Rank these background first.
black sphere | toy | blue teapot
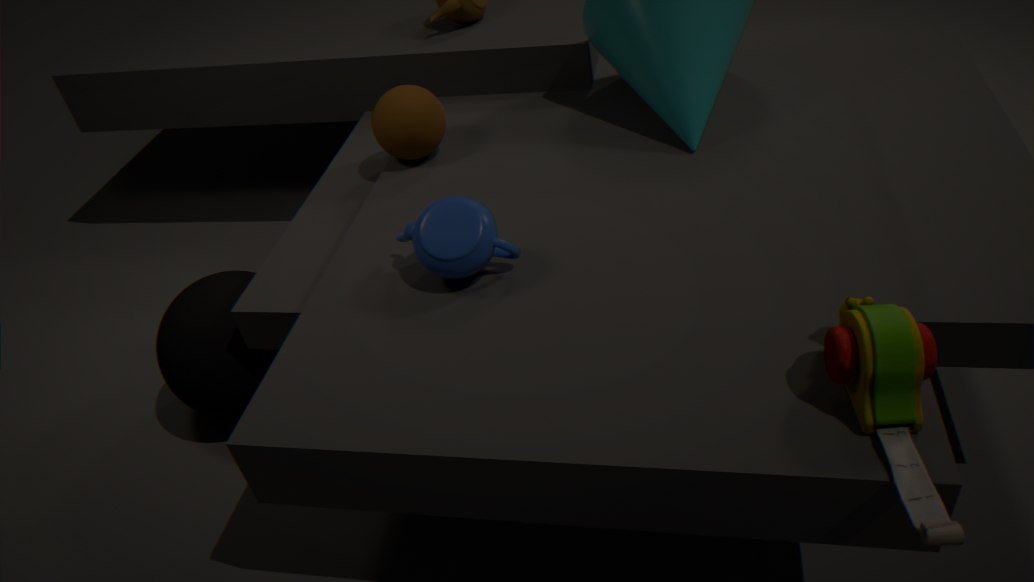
black sphere
blue teapot
toy
